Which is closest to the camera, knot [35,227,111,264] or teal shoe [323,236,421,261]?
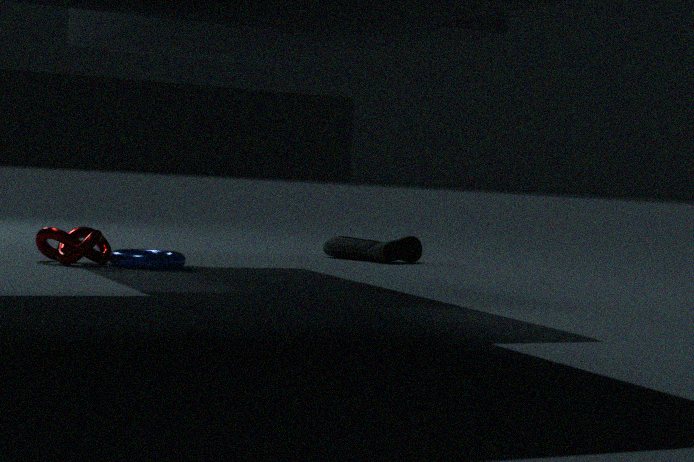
knot [35,227,111,264]
